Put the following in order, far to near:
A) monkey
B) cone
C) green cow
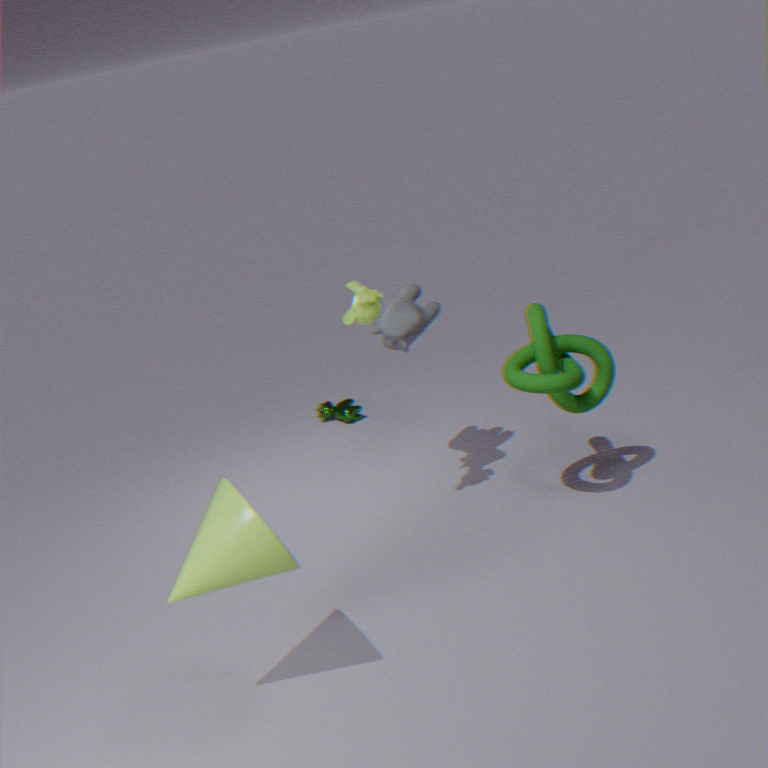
green cow
monkey
cone
